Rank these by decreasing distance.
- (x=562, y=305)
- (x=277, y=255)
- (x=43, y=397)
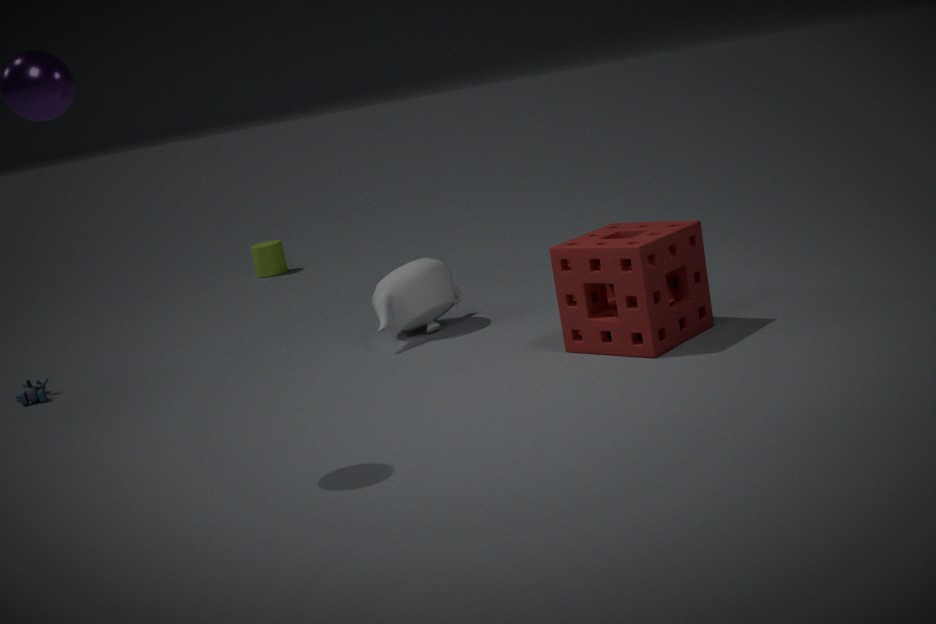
(x=277, y=255)
(x=43, y=397)
(x=562, y=305)
